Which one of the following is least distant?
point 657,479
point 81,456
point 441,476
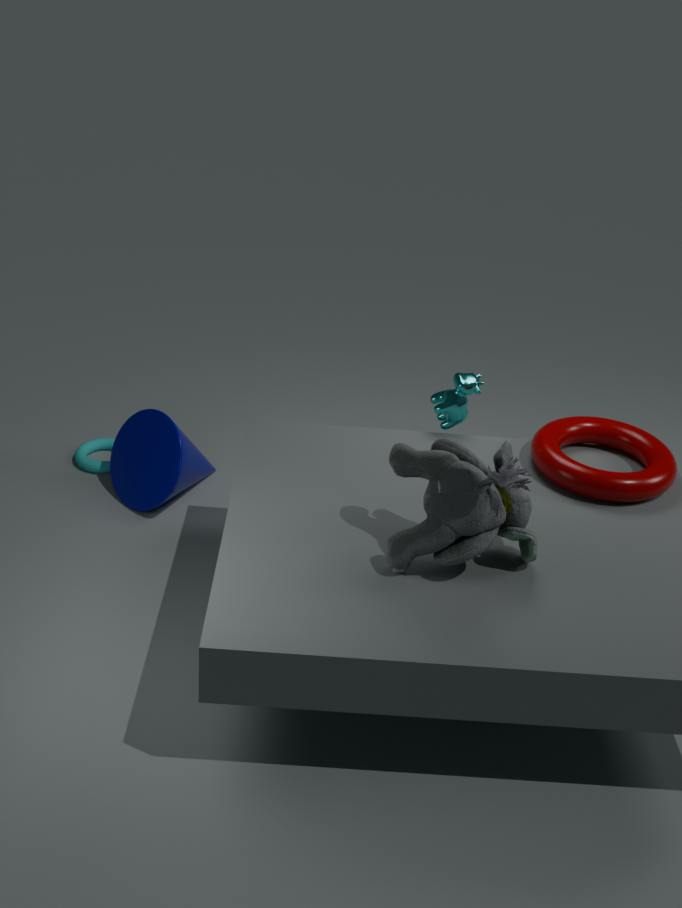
point 441,476
